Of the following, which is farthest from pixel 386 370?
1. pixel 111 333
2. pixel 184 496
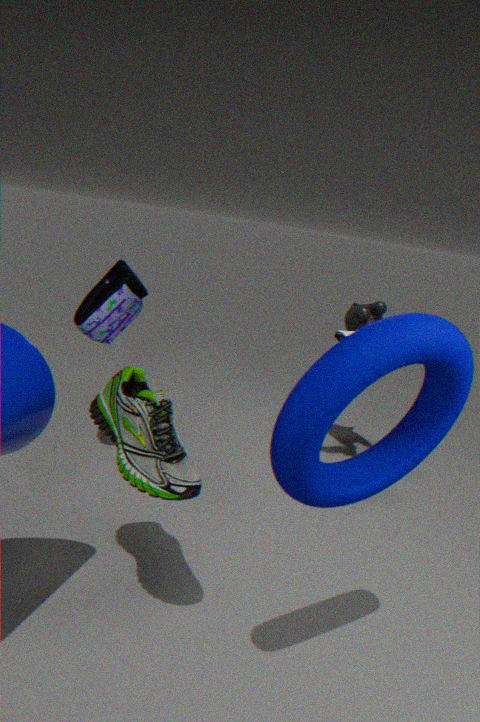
pixel 111 333
